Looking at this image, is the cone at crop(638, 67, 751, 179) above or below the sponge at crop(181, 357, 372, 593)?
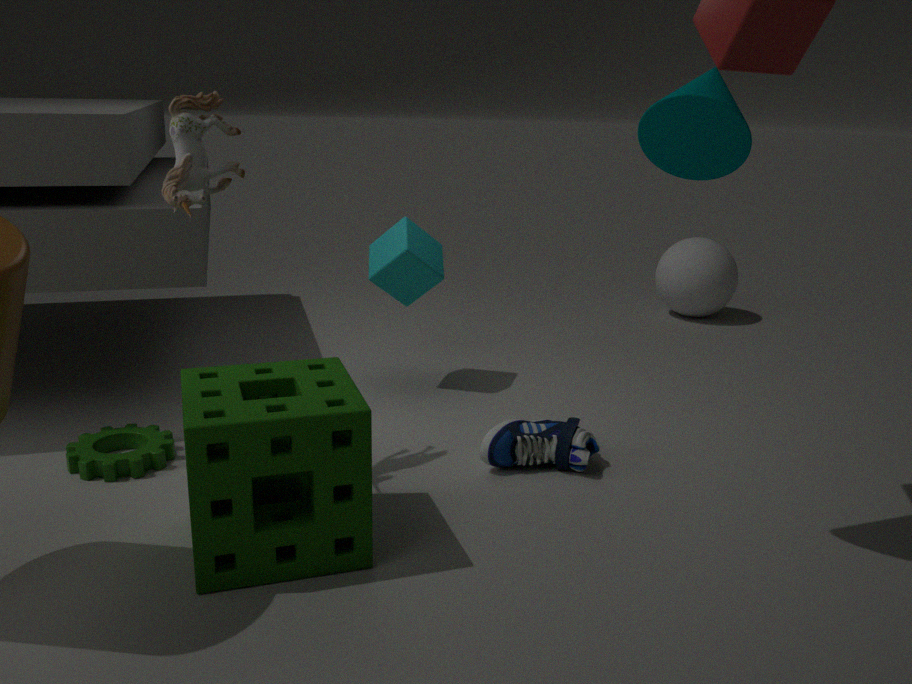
above
